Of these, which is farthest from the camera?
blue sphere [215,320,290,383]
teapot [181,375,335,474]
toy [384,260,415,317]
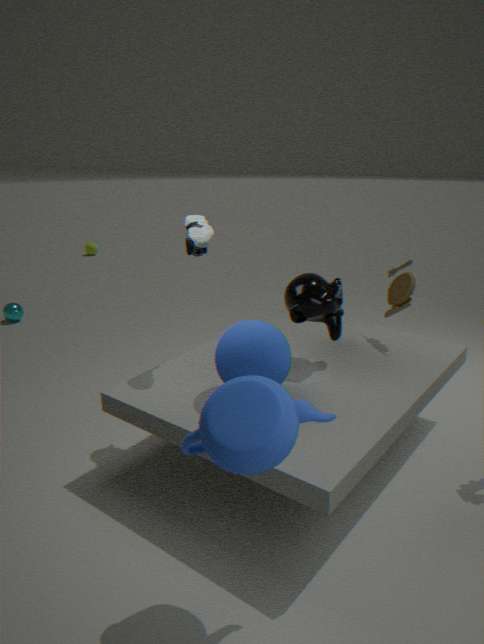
toy [384,260,415,317]
